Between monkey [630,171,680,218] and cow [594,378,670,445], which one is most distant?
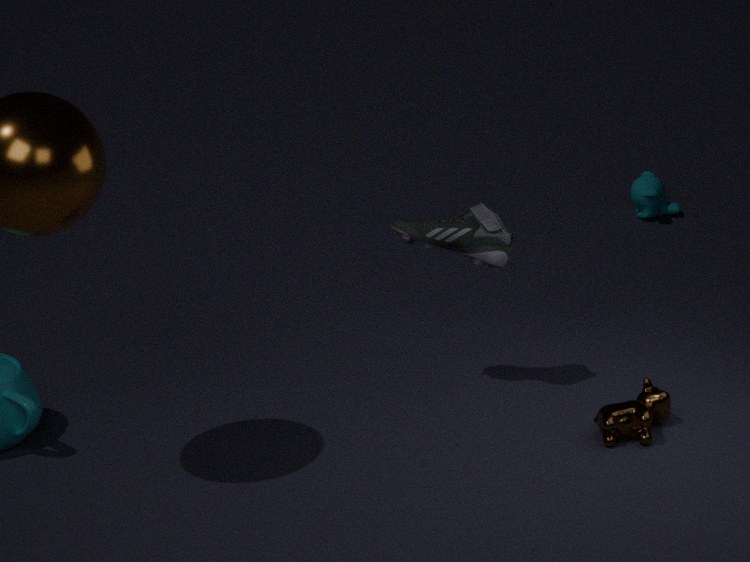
monkey [630,171,680,218]
